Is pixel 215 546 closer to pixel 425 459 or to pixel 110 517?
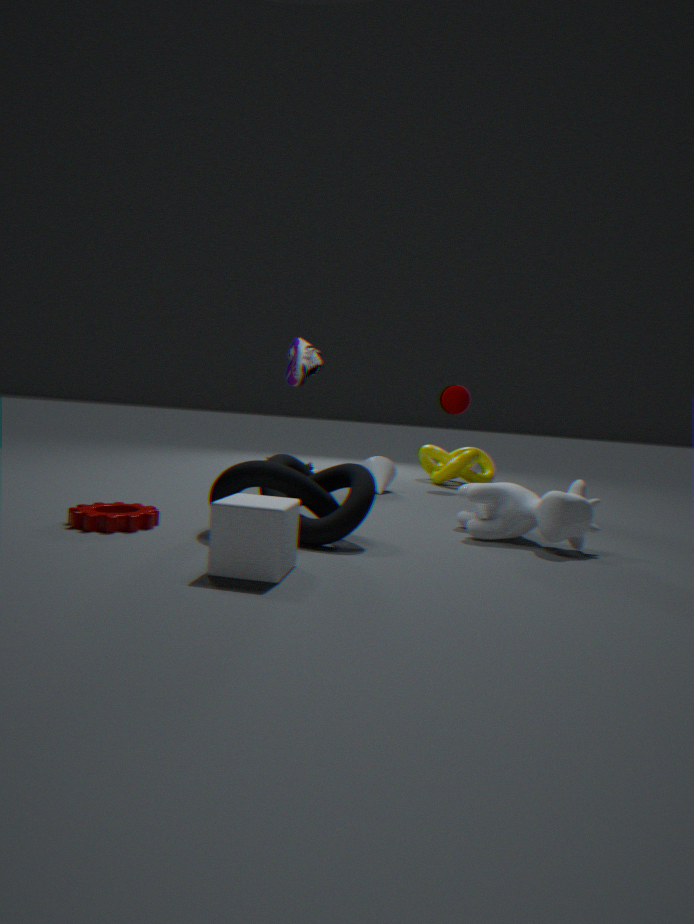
pixel 110 517
